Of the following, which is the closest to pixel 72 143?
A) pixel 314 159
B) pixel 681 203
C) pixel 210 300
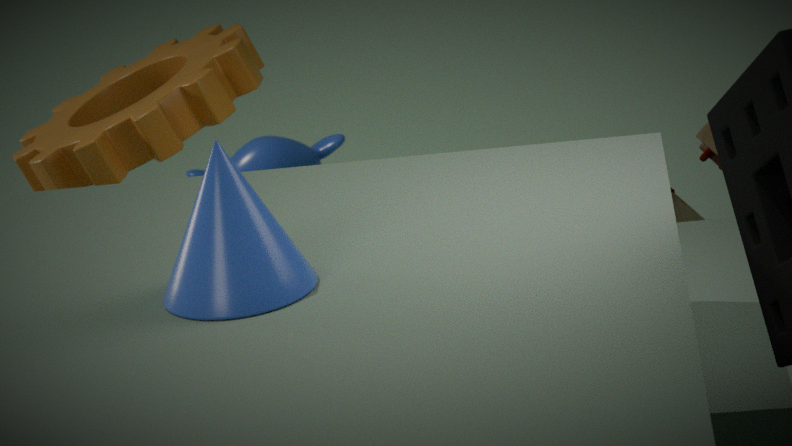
pixel 681 203
